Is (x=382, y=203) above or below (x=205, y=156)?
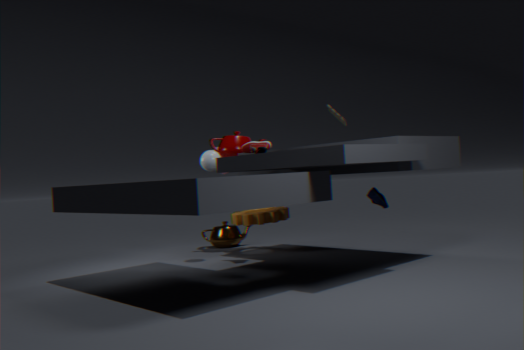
below
